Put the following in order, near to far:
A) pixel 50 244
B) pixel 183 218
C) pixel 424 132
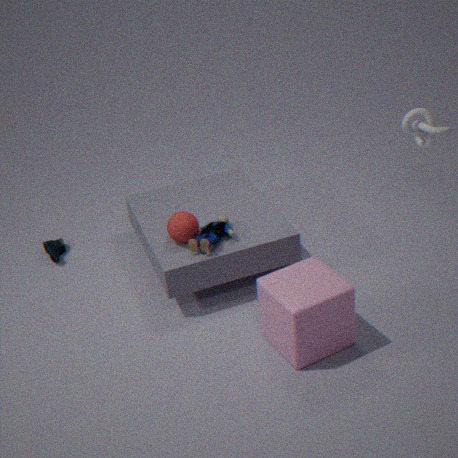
pixel 183 218 < pixel 424 132 < pixel 50 244
